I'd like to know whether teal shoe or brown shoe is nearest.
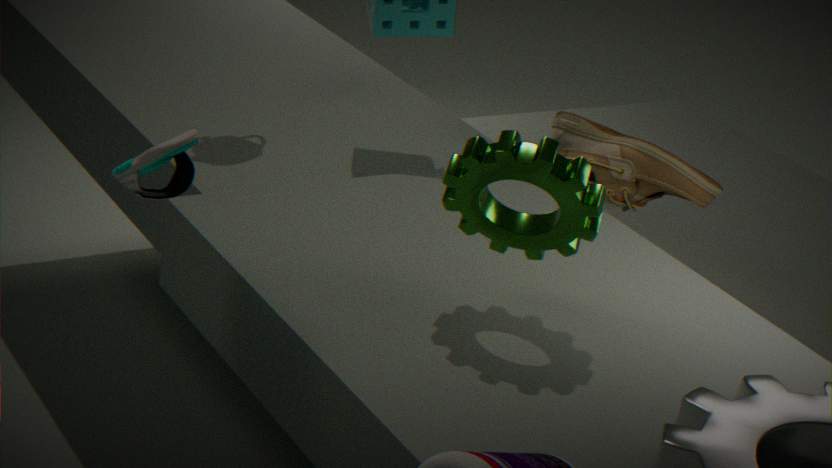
teal shoe
